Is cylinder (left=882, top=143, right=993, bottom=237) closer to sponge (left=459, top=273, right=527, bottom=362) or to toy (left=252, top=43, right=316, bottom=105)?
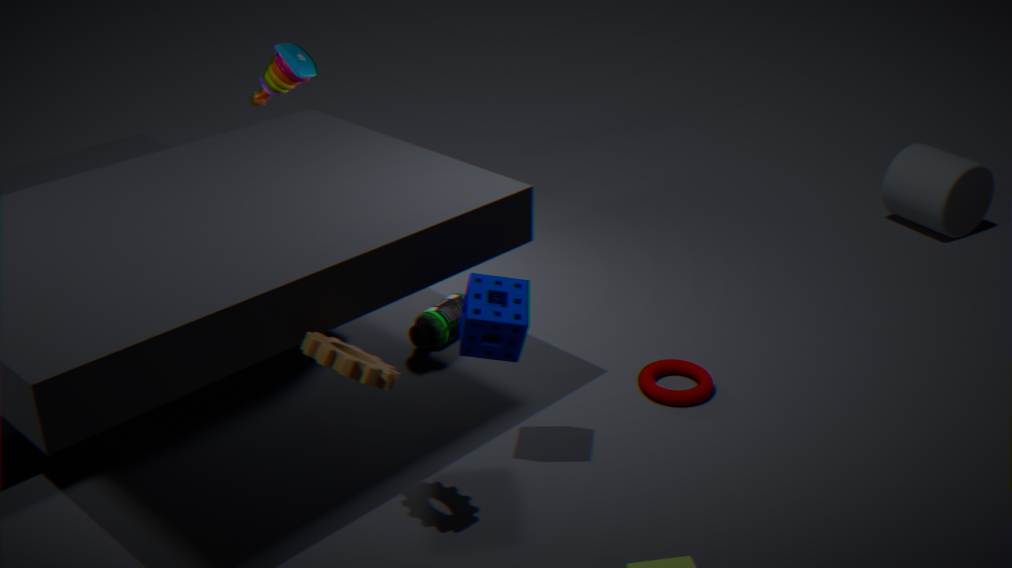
sponge (left=459, top=273, right=527, bottom=362)
